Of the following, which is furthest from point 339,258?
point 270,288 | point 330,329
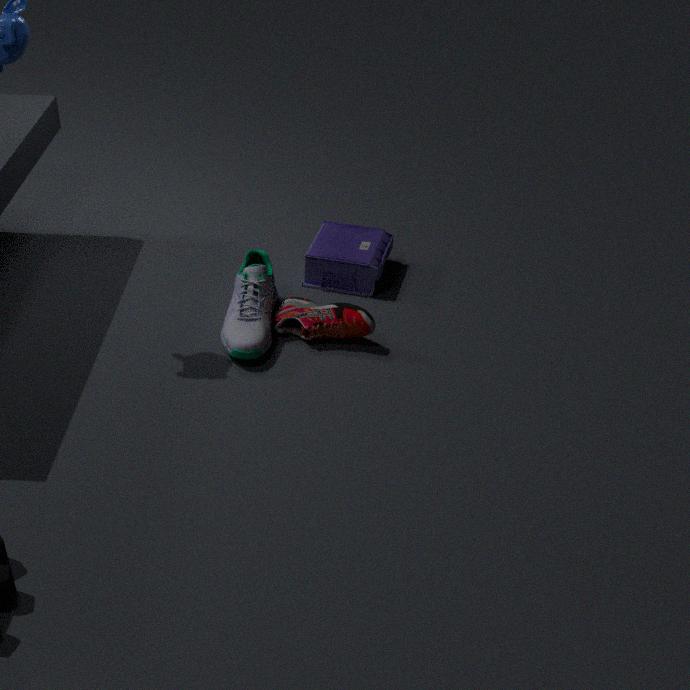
point 270,288
